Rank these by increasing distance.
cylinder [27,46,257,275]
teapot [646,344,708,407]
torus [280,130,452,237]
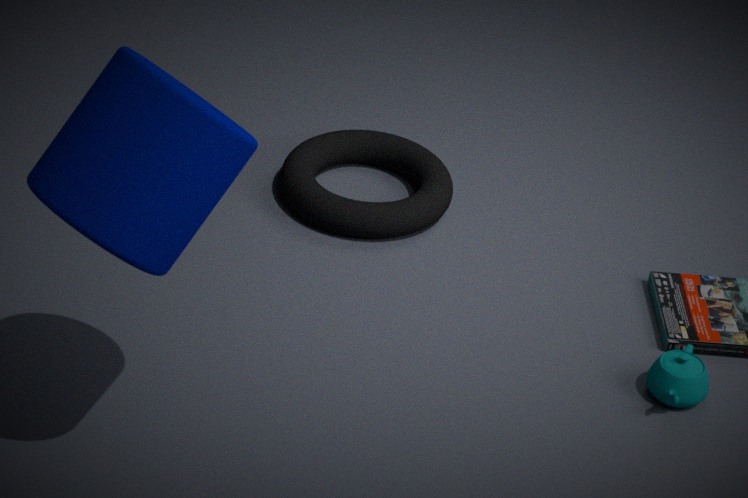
1. cylinder [27,46,257,275]
2. teapot [646,344,708,407]
3. torus [280,130,452,237]
